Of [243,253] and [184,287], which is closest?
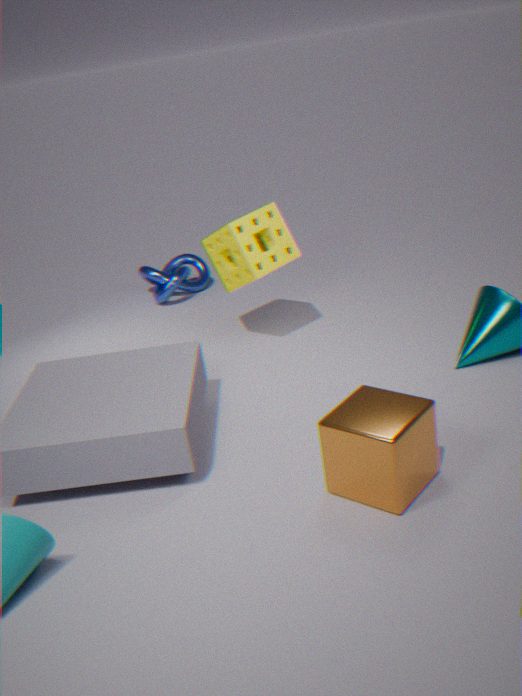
[243,253]
